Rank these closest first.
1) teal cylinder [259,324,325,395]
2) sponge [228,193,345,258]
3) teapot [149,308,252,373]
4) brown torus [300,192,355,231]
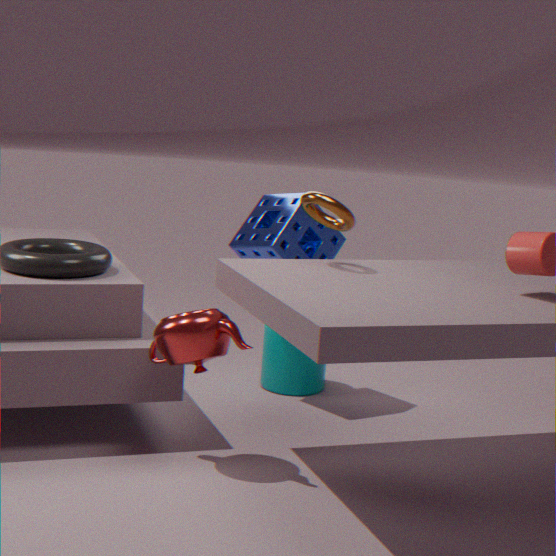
3. teapot [149,308,252,373] < 4. brown torus [300,192,355,231] < 2. sponge [228,193,345,258] < 1. teal cylinder [259,324,325,395]
